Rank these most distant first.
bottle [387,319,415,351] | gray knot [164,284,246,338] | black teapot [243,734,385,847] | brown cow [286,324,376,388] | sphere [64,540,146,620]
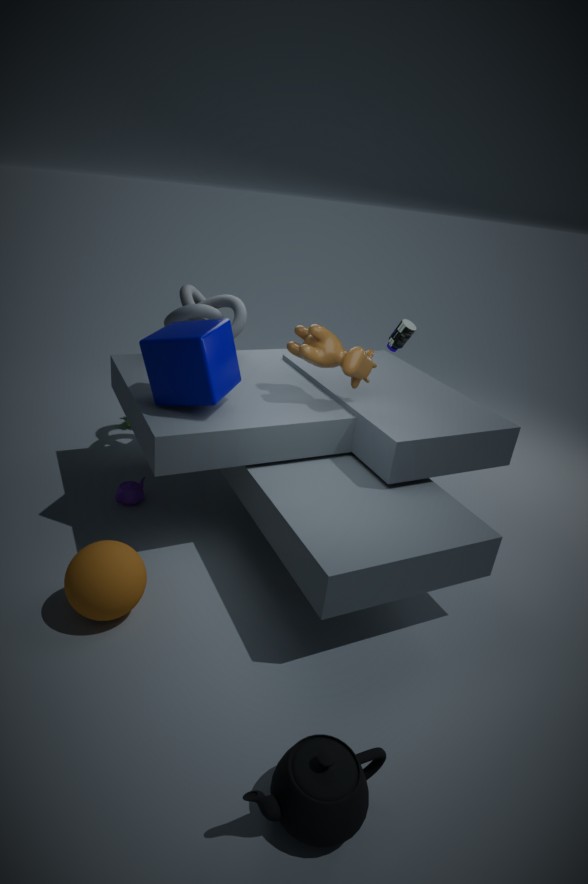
bottle [387,319,415,351]
gray knot [164,284,246,338]
brown cow [286,324,376,388]
sphere [64,540,146,620]
black teapot [243,734,385,847]
